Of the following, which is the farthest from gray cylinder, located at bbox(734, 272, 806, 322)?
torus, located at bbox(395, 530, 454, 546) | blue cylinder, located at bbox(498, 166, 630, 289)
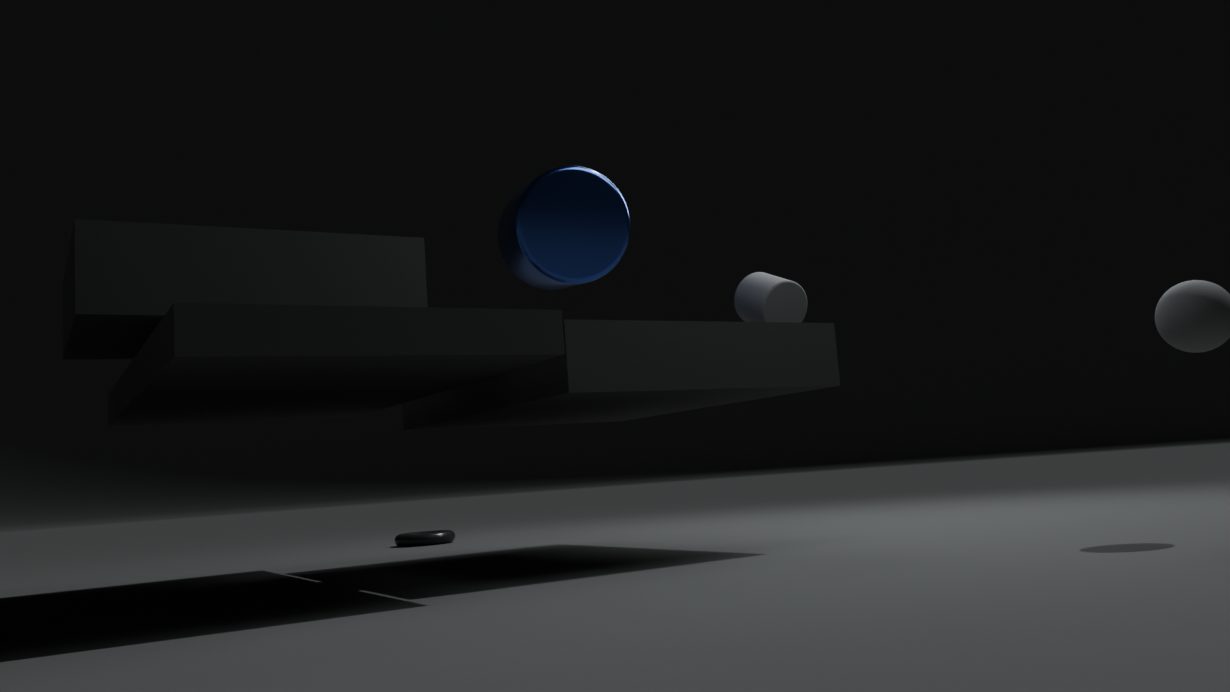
torus, located at bbox(395, 530, 454, 546)
